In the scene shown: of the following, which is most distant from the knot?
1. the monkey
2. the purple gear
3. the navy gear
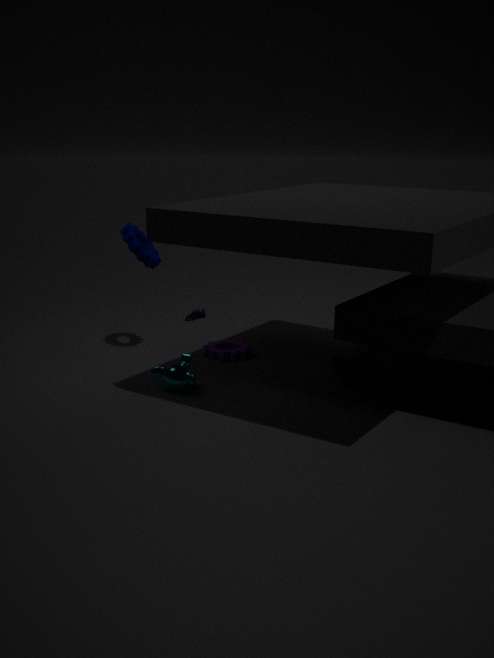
the navy gear
